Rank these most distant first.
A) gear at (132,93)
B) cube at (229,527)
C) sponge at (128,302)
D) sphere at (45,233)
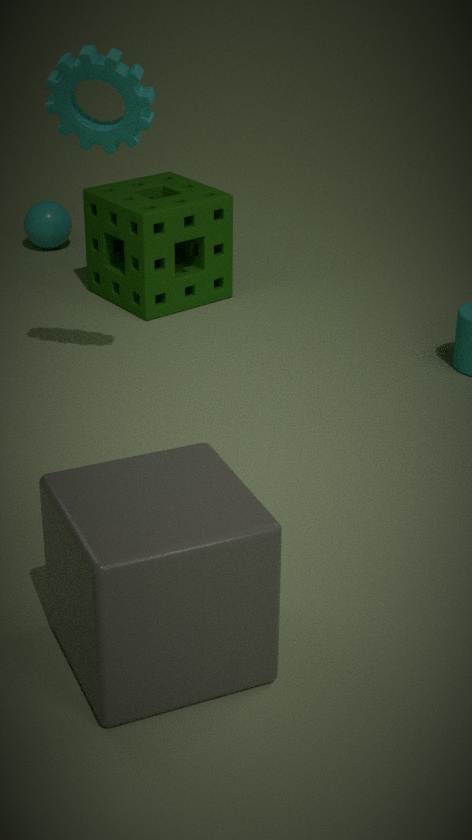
sphere at (45,233) → sponge at (128,302) → gear at (132,93) → cube at (229,527)
